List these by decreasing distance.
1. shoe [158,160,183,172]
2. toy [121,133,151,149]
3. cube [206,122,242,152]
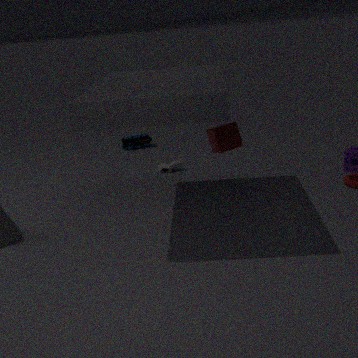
toy [121,133,151,149] < shoe [158,160,183,172] < cube [206,122,242,152]
